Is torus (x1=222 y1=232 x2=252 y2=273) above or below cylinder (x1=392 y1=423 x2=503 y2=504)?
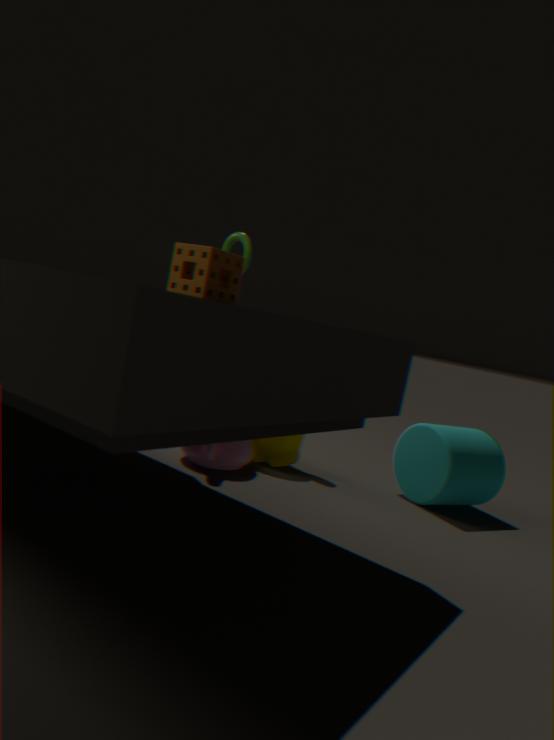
above
